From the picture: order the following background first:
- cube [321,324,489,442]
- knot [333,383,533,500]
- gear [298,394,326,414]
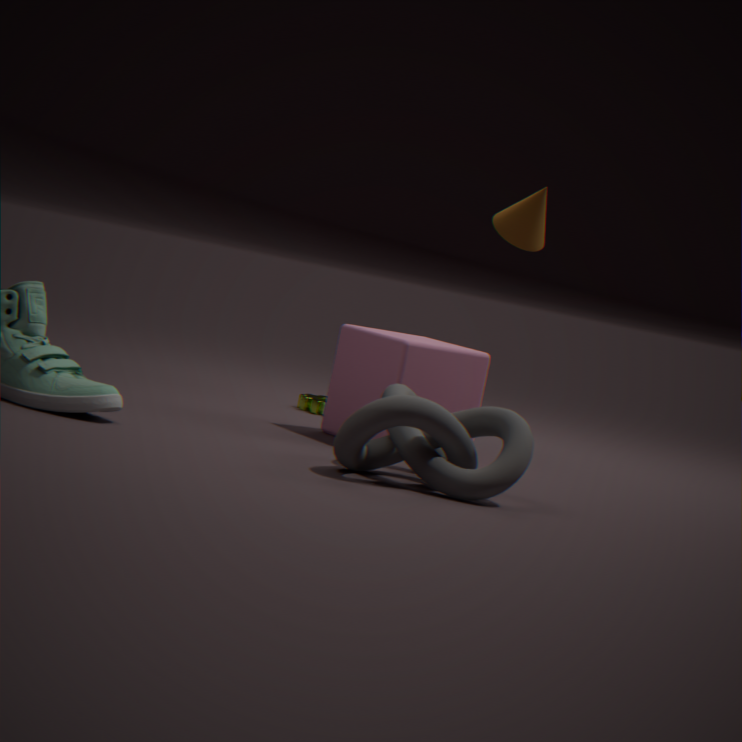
gear [298,394,326,414] < cube [321,324,489,442] < knot [333,383,533,500]
